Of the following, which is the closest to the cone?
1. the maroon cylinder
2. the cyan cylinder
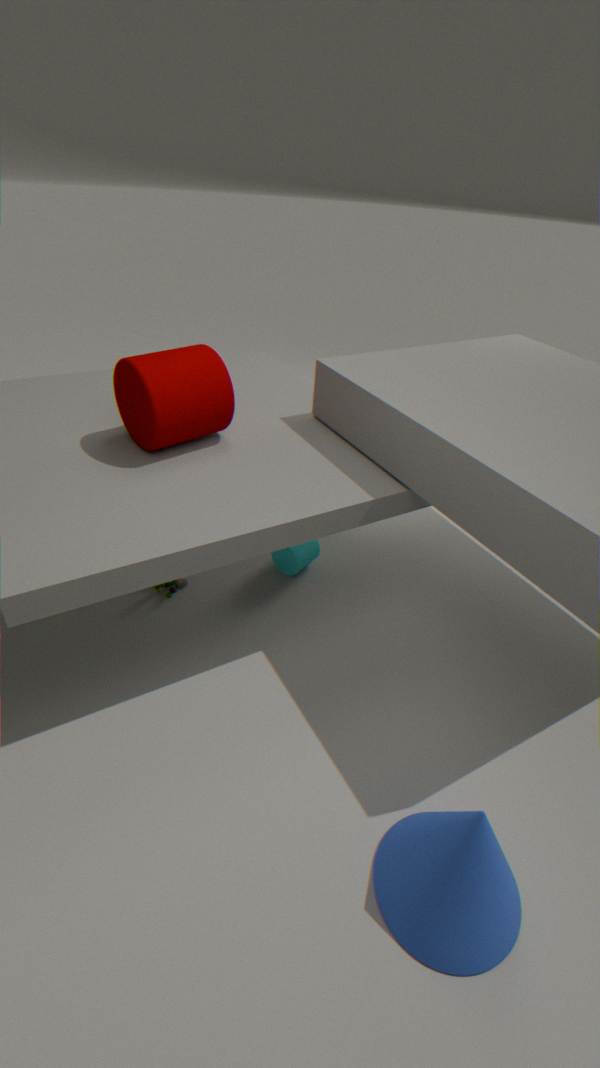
the cyan cylinder
